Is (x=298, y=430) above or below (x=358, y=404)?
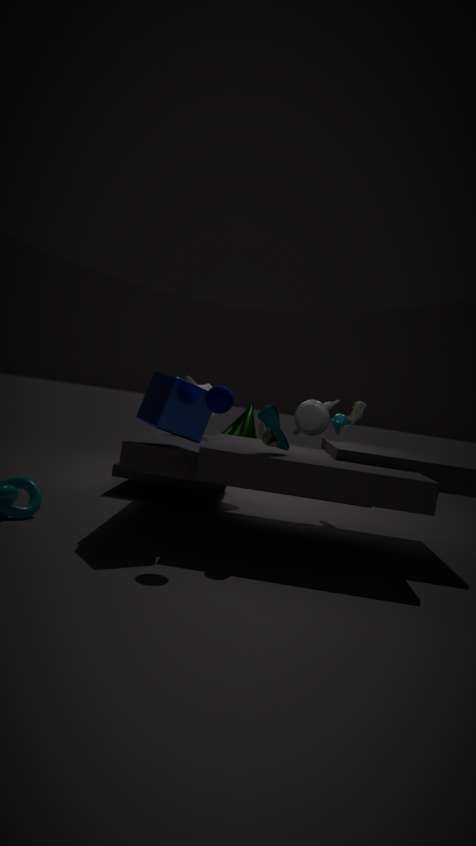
below
